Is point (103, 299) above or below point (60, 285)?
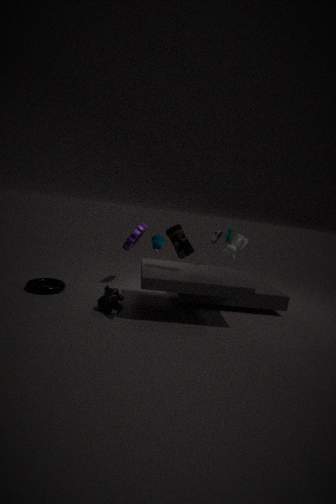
above
